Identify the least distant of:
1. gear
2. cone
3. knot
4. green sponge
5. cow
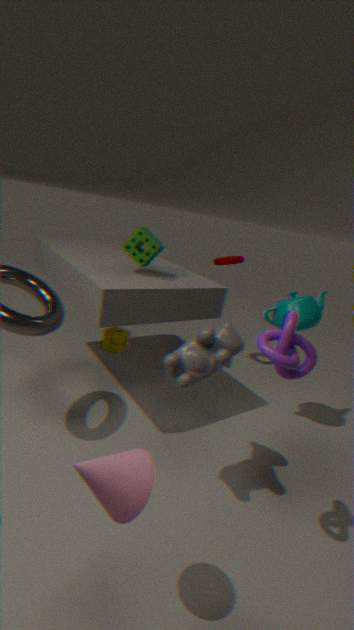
cone
